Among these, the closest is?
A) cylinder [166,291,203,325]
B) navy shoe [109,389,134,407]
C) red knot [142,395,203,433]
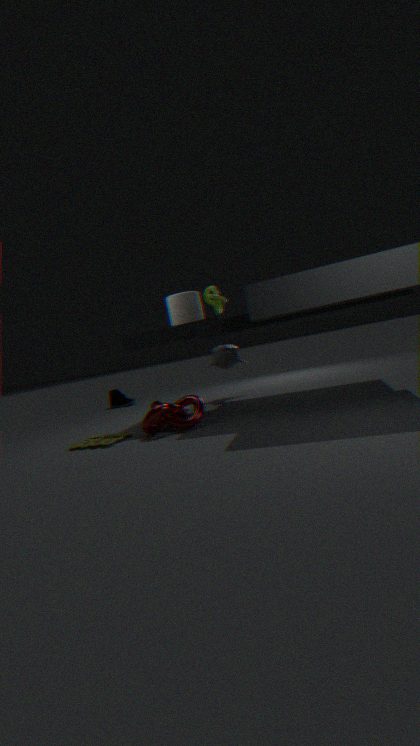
red knot [142,395,203,433]
